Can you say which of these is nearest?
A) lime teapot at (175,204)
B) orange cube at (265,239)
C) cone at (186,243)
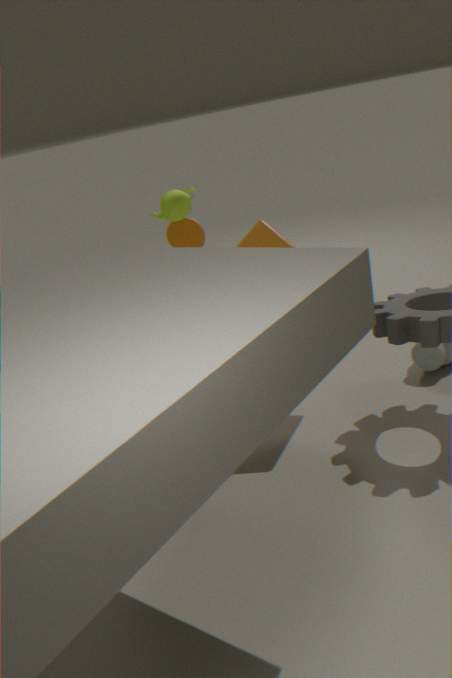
orange cube at (265,239)
